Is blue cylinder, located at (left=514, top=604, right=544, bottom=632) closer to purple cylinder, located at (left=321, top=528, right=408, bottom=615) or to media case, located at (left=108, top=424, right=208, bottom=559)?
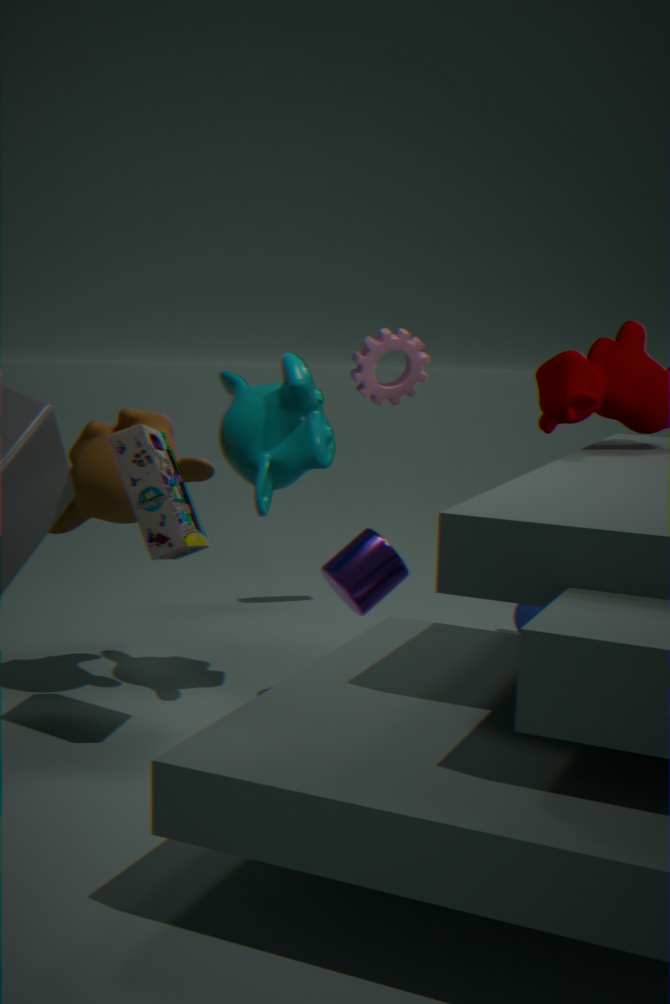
purple cylinder, located at (left=321, top=528, right=408, bottom=615)
